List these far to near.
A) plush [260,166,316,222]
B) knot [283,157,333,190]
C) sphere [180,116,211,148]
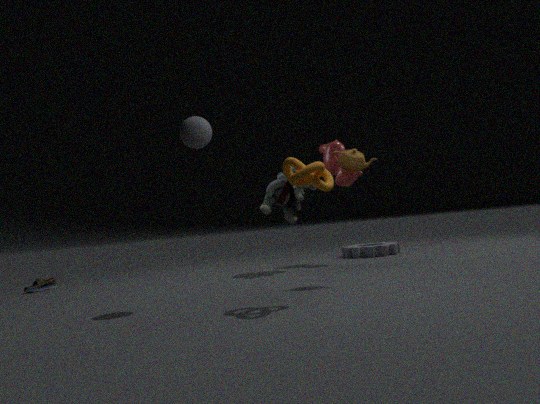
plush [260,166,316,222], sphere [180,116,211,148], knot [283,157,333,190]
